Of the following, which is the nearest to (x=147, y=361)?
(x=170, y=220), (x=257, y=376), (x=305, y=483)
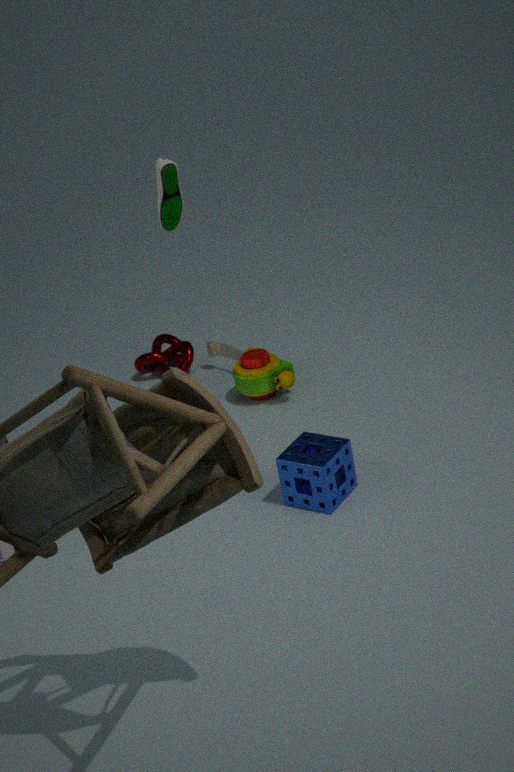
(x=257, y=376)
